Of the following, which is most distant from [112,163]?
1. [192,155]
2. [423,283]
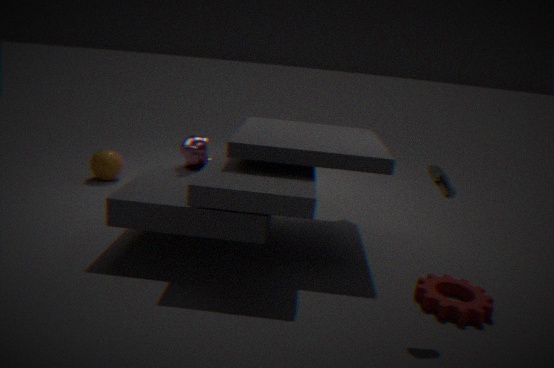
[423,283]
